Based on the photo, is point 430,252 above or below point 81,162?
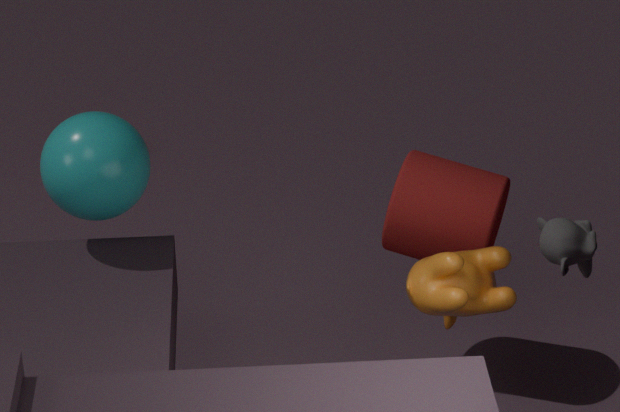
below
